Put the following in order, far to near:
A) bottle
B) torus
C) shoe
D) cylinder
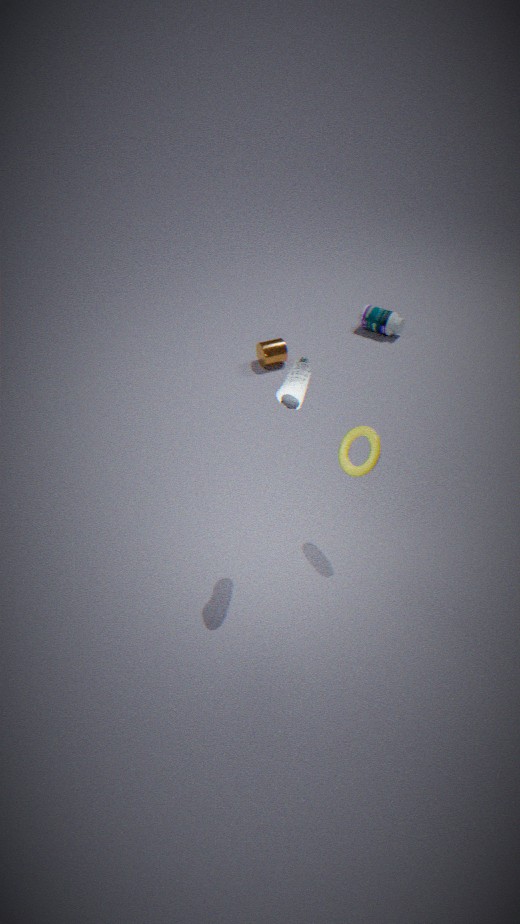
bottle, cylinder, torus, shoe
